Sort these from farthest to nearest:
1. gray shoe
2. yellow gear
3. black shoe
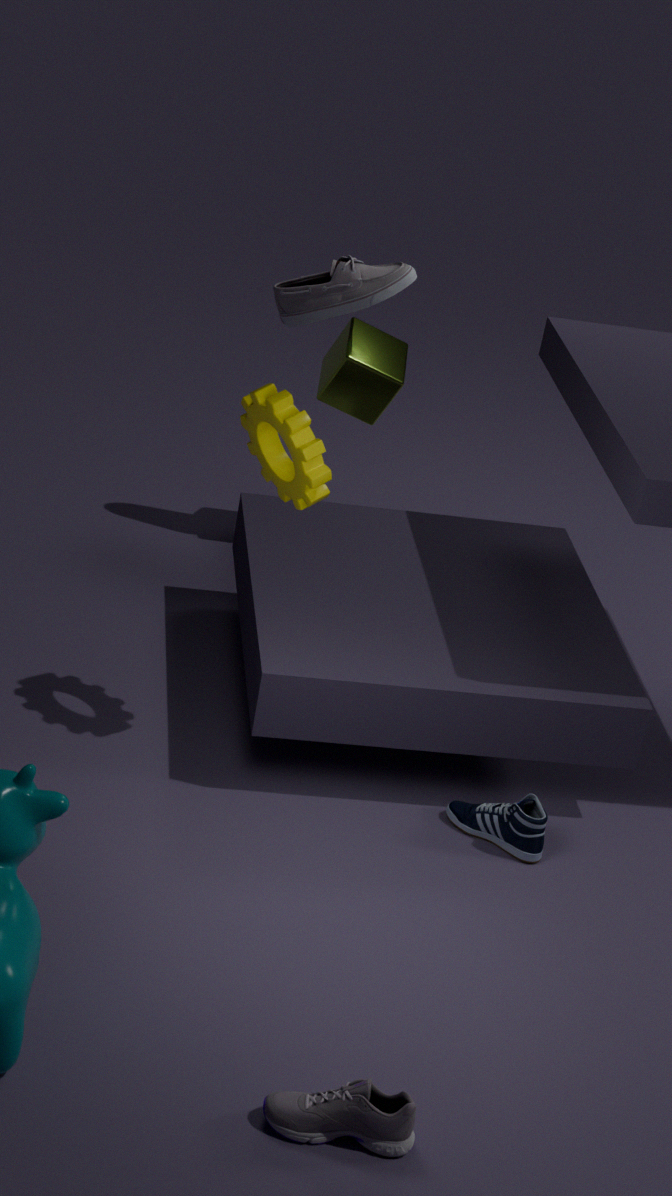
gray shoe
yellow gear
black shoe
